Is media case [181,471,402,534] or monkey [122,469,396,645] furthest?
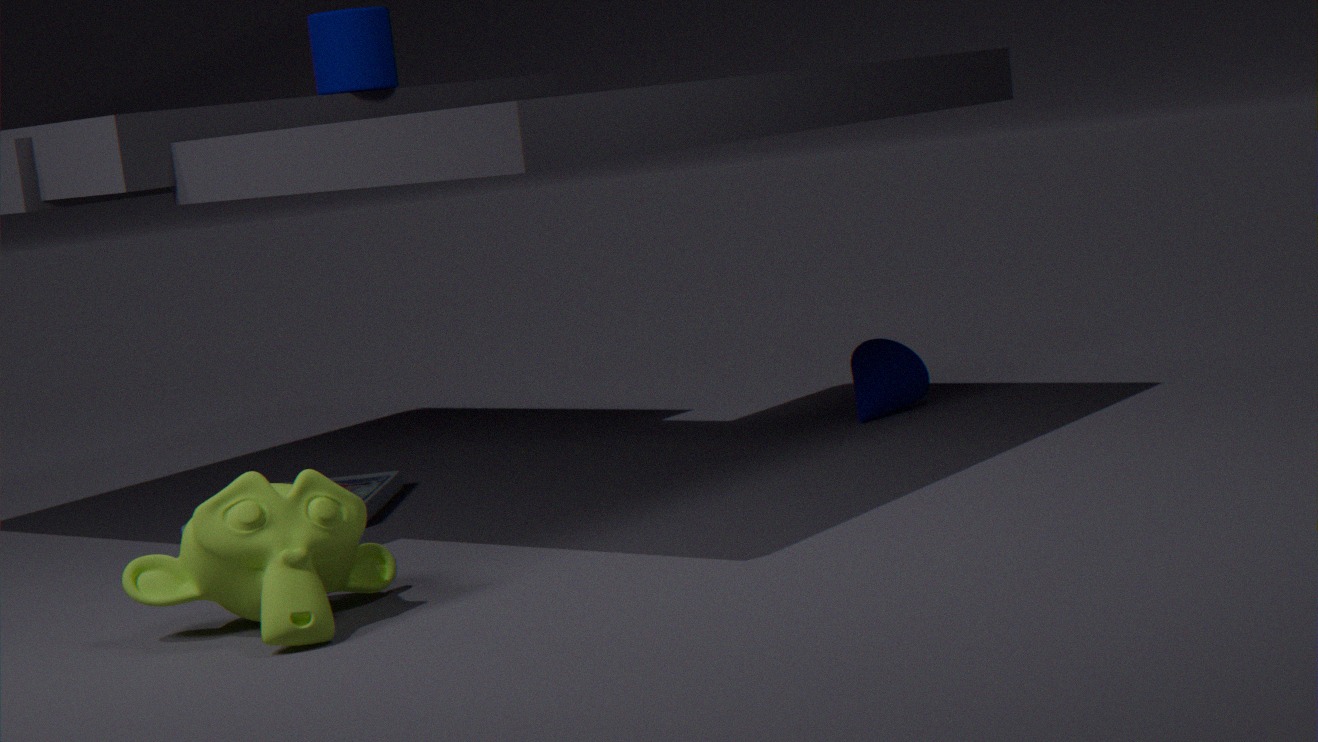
media case [181,471,402,534]
